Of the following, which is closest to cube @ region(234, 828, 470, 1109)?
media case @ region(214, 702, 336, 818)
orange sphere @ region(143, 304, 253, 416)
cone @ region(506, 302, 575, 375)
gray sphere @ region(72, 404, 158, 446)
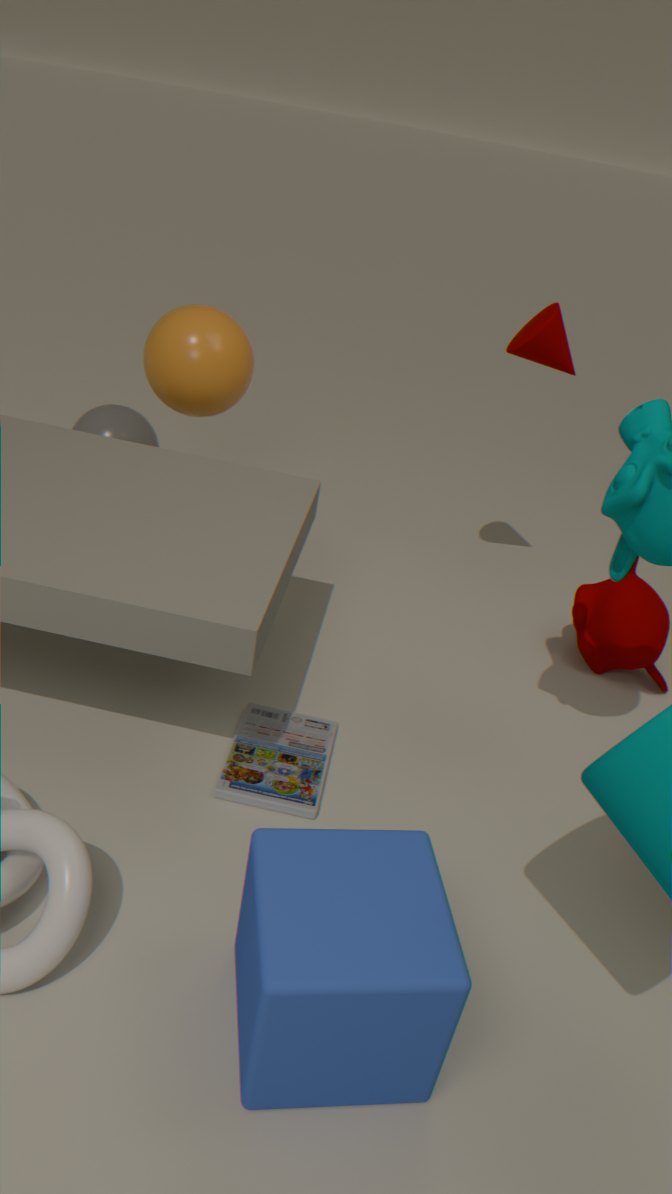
media case @ region(214, 702, 336, 818)
